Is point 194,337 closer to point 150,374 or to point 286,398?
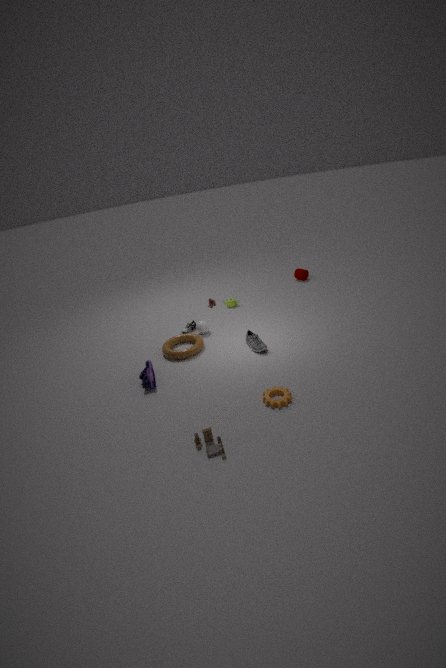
point 150,374
